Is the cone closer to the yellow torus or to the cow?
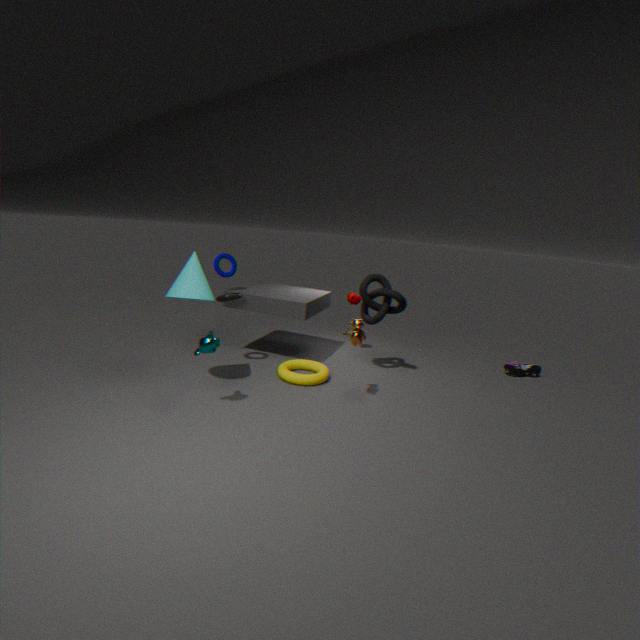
the yellow torus
